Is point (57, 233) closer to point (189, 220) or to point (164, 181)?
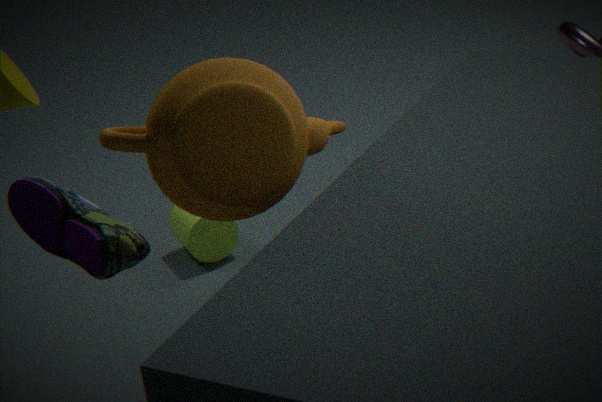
point (164, 181)
